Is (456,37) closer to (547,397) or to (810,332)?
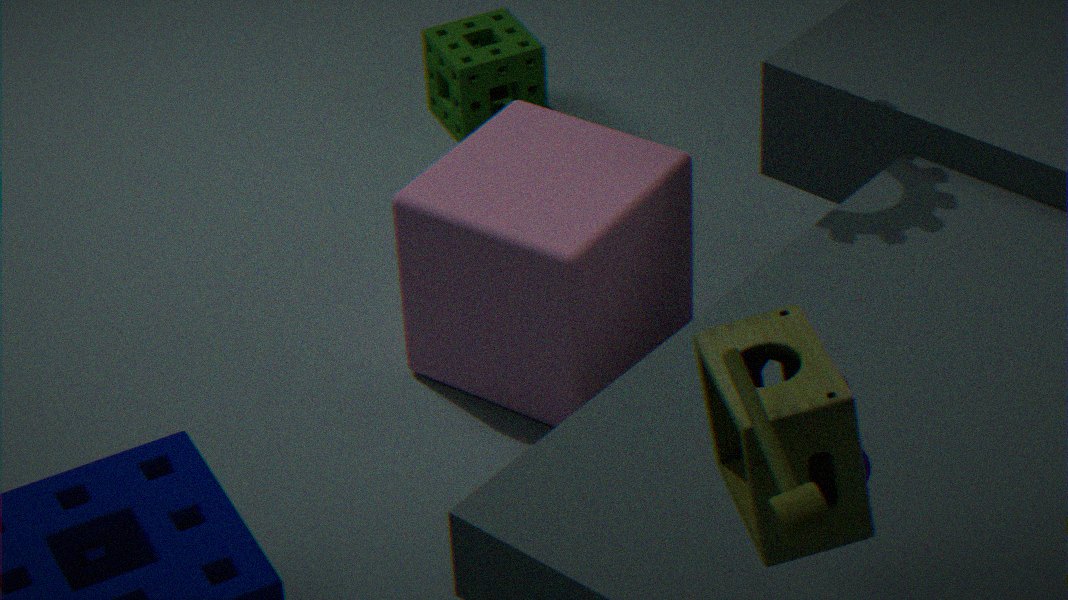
(547,397)
